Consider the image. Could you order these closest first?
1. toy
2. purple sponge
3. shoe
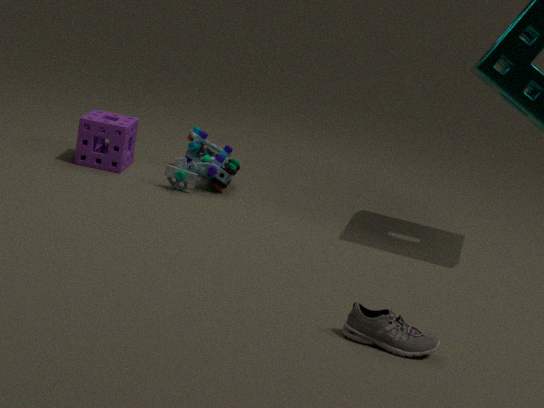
1. shoe
2. toy
3. purple sponge
